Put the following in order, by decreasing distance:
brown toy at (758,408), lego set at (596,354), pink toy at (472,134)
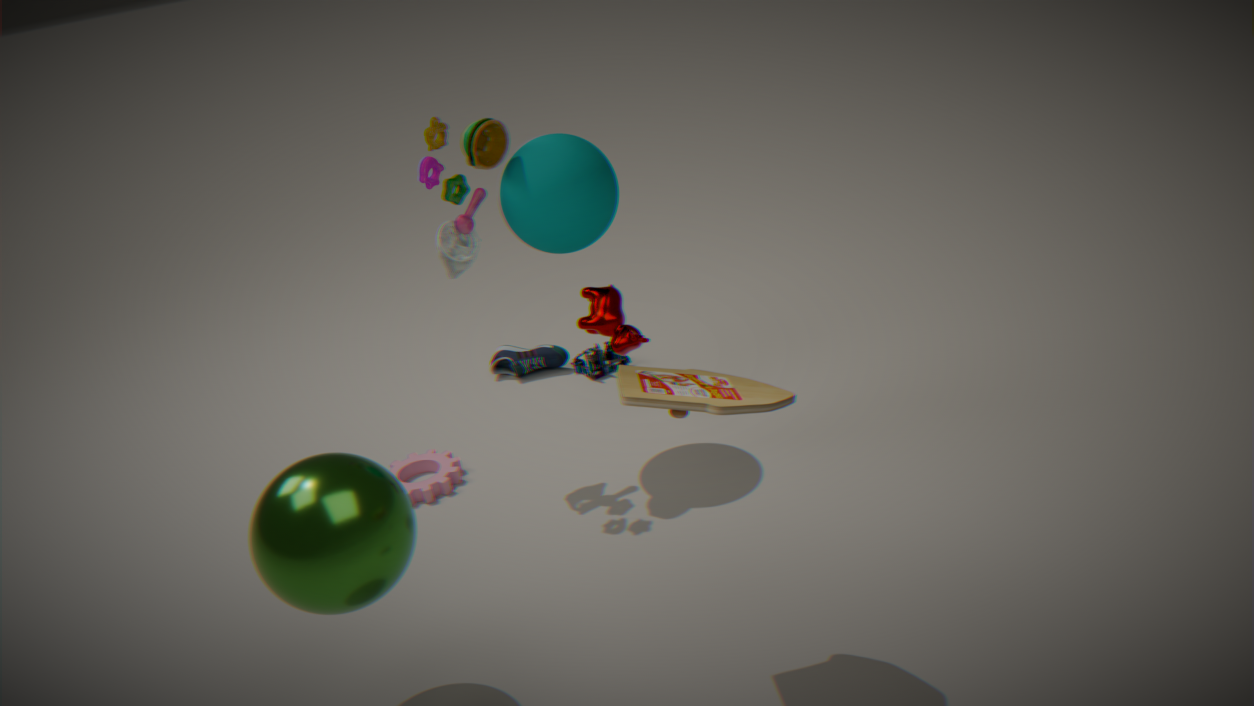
lego set at (596,354), pink toy at (472,134), brown toy at (758,408)
